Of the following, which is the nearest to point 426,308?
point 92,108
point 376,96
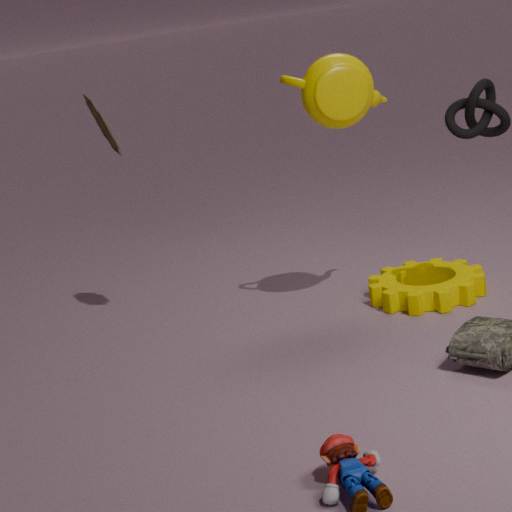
point 376,96
